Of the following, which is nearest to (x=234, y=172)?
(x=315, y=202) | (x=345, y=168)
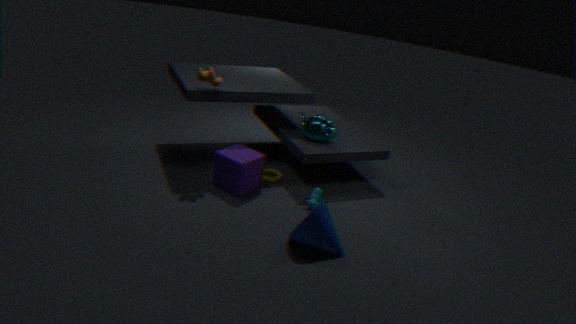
(x=315, y=202)
